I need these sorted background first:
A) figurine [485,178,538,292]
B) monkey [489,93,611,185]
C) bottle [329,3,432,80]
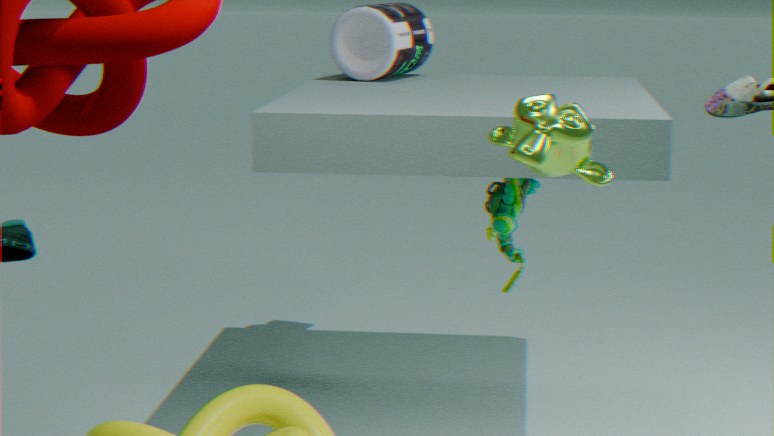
bottle [329,3,432,80] < figurine [485,178,538,292] < monkey [489,93,611,185]
